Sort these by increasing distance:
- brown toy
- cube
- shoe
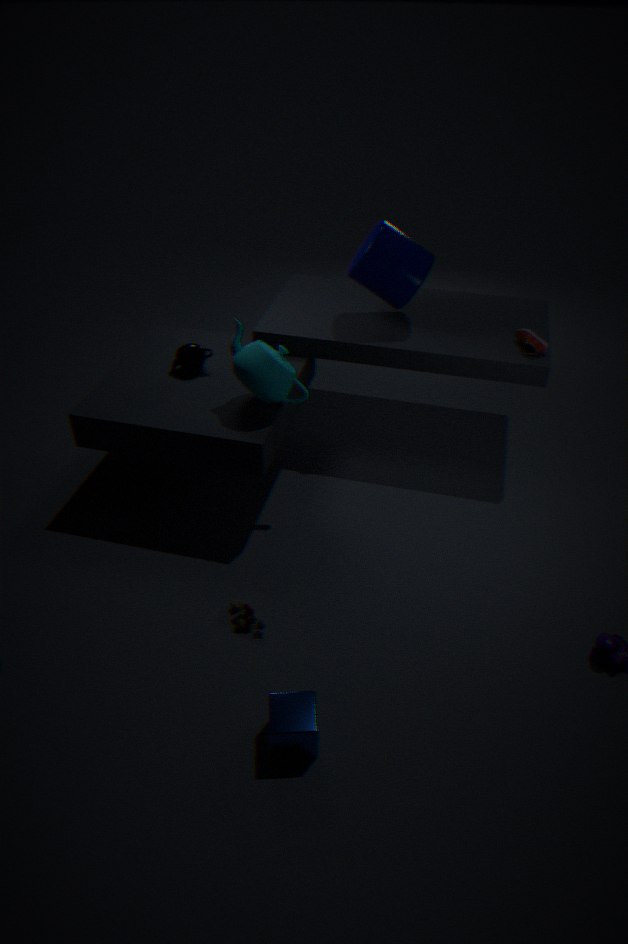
cube < brown toy < shoe
